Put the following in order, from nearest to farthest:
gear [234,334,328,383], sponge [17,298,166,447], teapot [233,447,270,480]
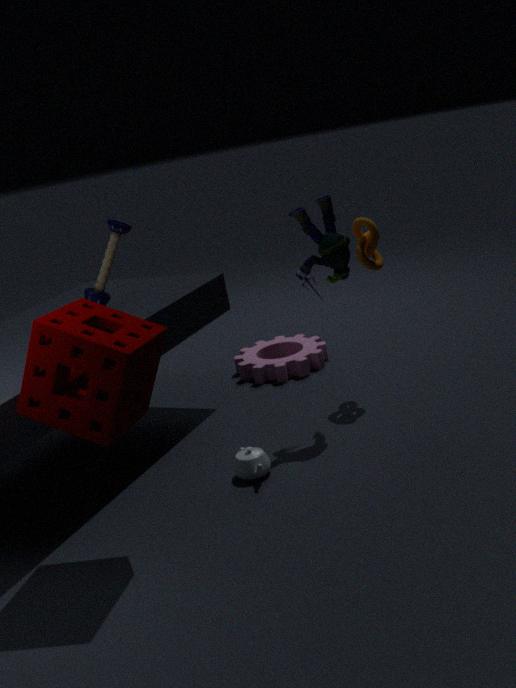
sponge [17,298,166,447]
teapot [233,447,270,480]
gear [234,334,328,383]
